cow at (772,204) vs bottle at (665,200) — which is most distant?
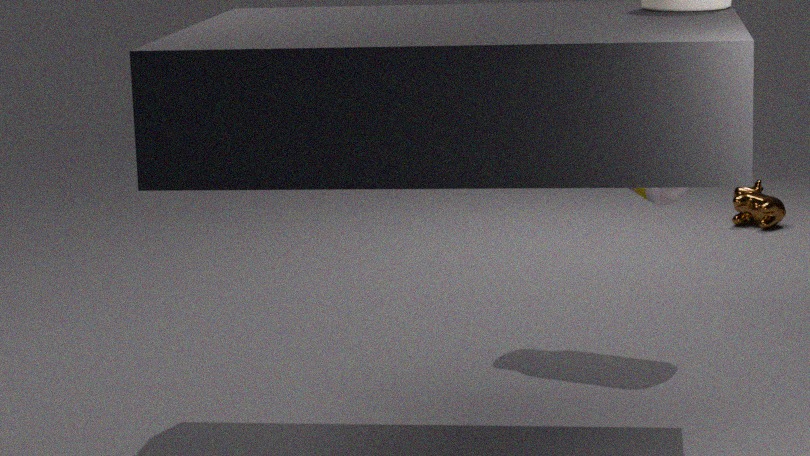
cow at (772,204)
